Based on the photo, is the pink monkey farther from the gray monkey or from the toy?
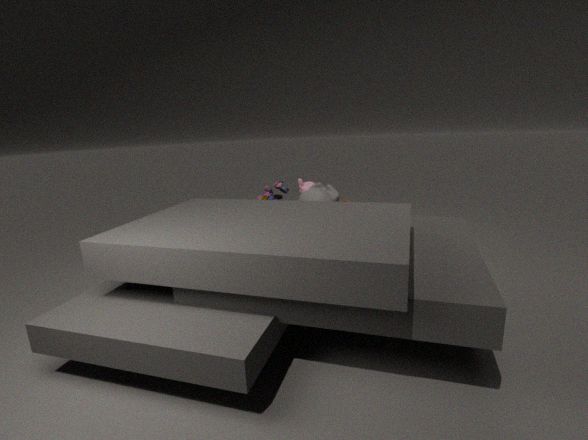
the toy
